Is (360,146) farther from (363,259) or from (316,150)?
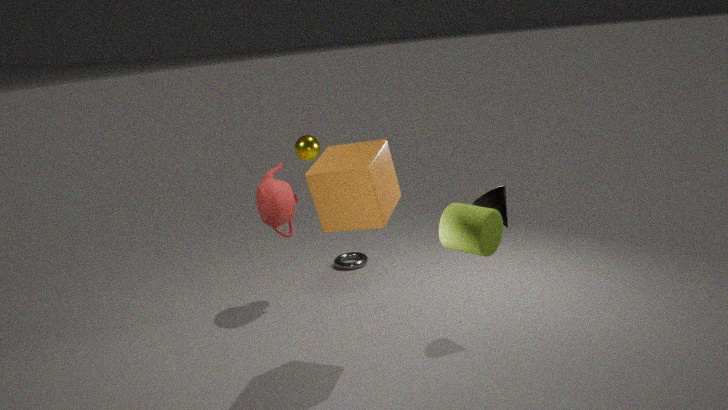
(363,259)
